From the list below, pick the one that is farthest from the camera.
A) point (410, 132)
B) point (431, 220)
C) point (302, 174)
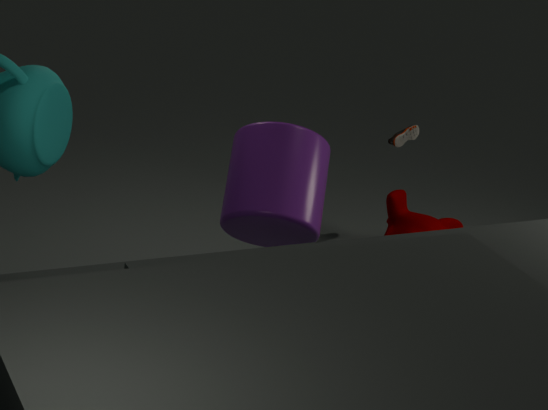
point (410, 132)
